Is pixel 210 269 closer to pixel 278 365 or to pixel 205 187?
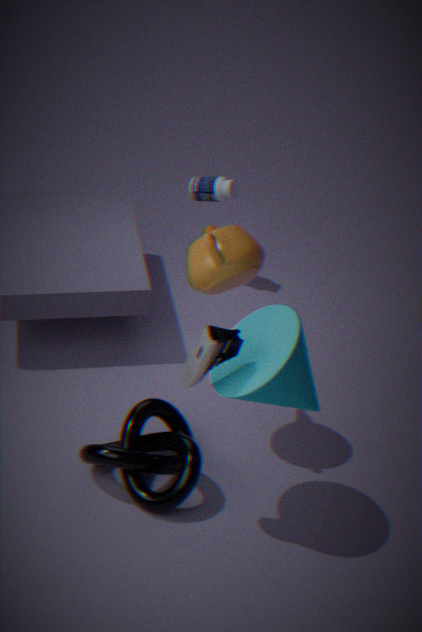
pixel 278 365
